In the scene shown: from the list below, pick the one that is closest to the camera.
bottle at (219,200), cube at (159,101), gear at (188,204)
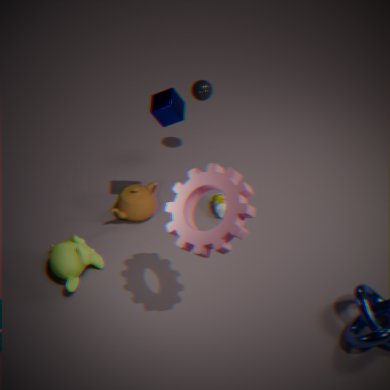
gear at (188,204)
